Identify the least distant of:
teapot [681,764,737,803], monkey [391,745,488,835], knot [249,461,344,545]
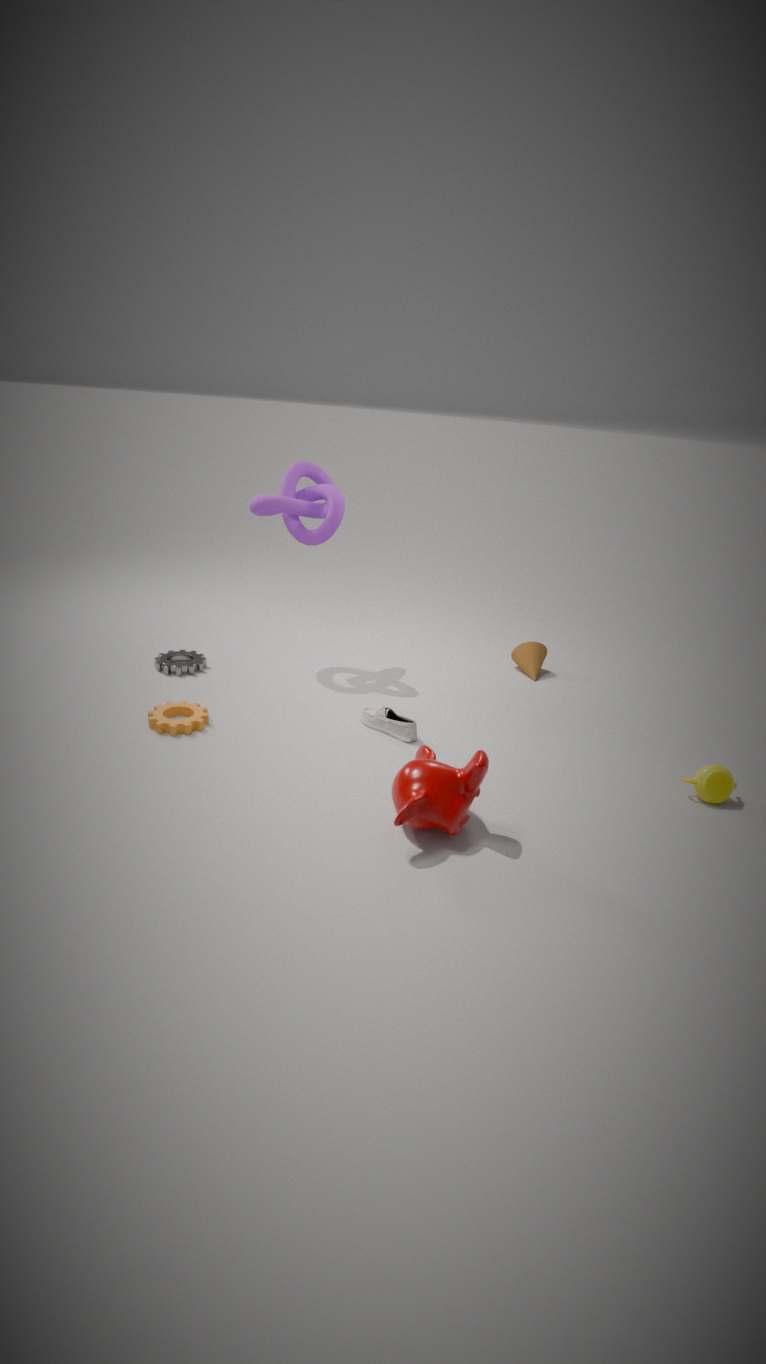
monkey [391,745,488,835]
